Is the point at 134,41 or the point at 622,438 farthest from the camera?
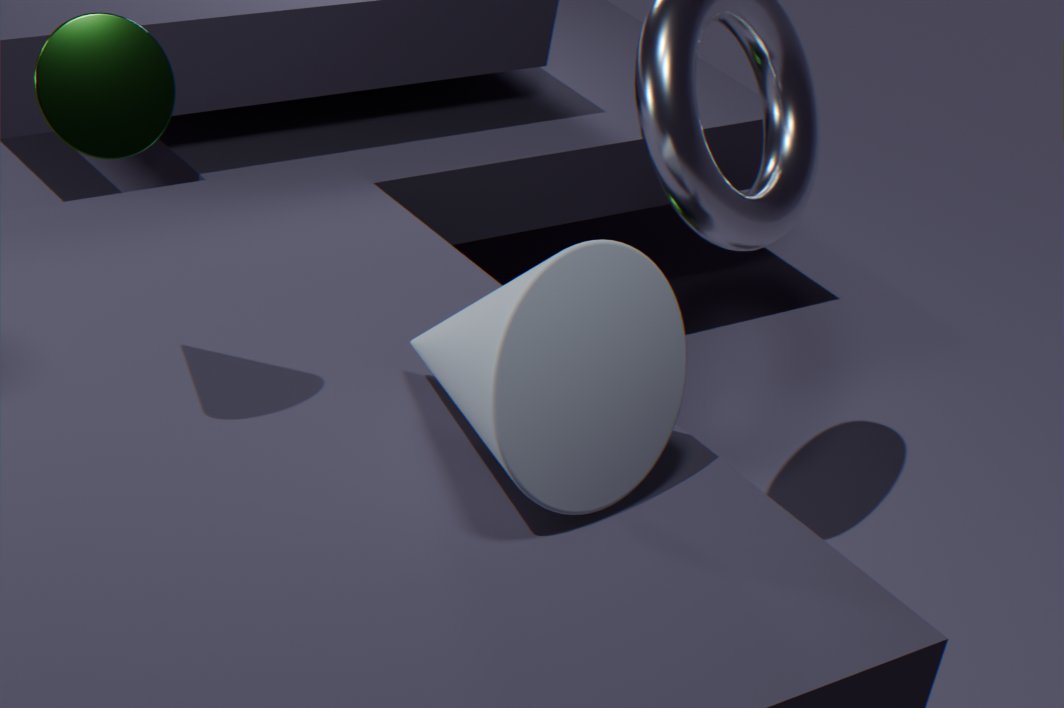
the point at 622,438
